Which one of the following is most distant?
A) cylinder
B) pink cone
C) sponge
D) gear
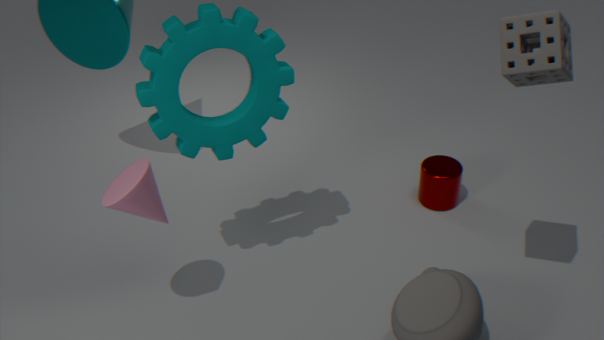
cylinder
